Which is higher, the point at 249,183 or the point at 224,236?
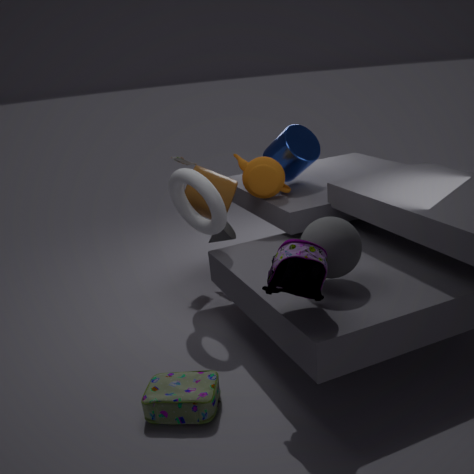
the point at 249,183
